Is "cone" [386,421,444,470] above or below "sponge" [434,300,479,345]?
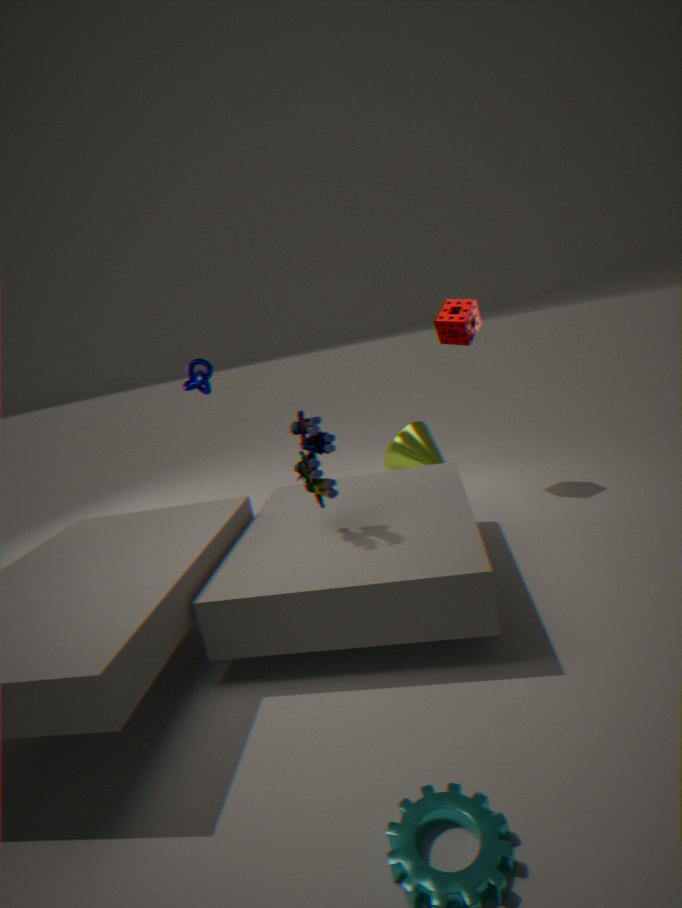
below
